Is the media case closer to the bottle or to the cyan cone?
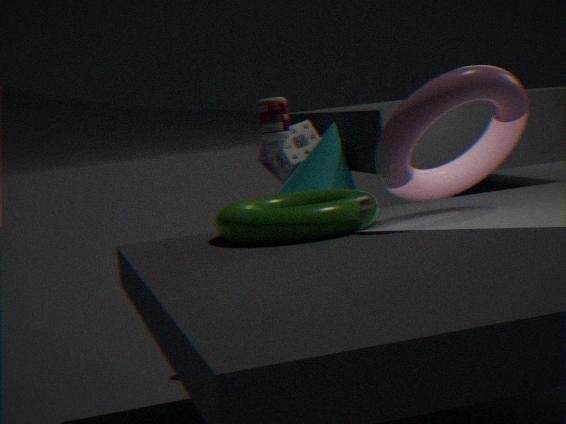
the cyan cone
